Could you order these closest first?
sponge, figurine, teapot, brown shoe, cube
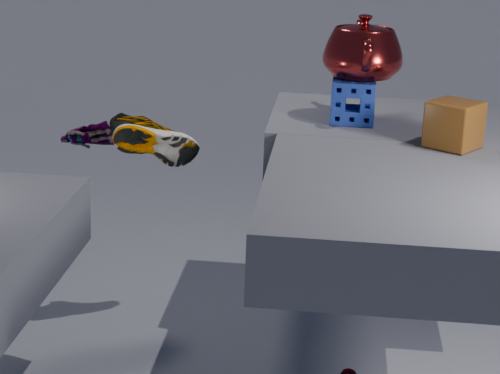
cube → teapot → brown shoe → sponge → figurine
